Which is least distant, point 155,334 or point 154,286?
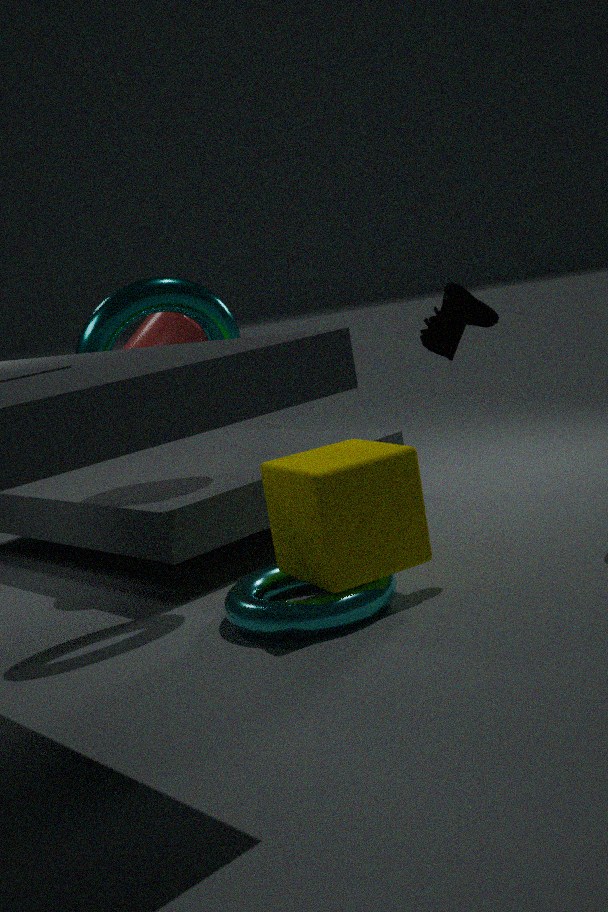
point 154,286
